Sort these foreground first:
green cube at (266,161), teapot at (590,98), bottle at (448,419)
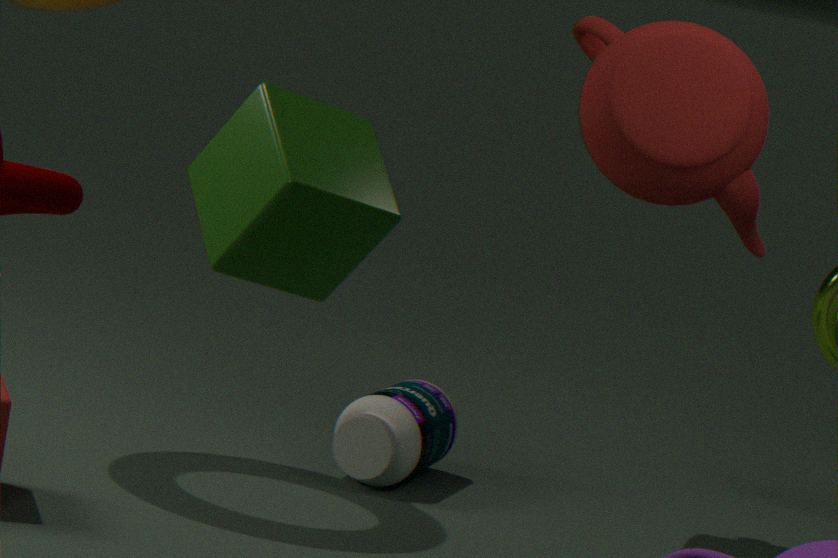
green cube at (266,161), teapot at (590,98), bottle at (448,419)
